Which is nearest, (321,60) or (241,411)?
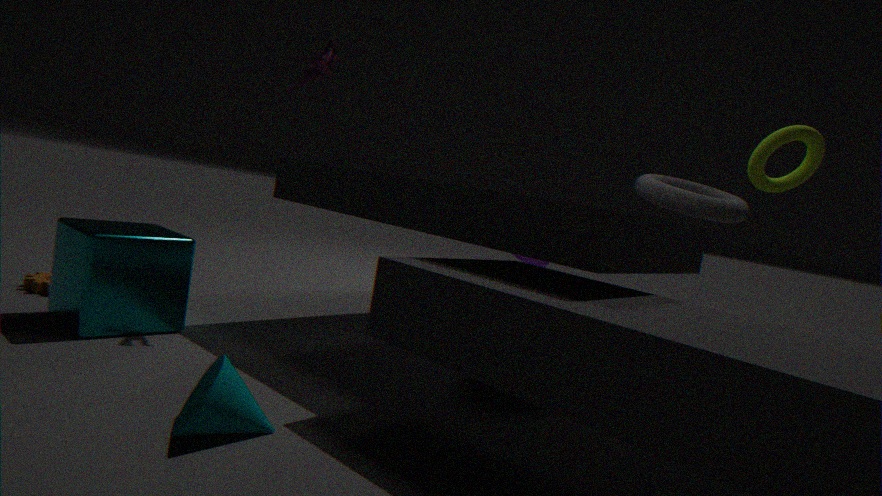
(241,411)
